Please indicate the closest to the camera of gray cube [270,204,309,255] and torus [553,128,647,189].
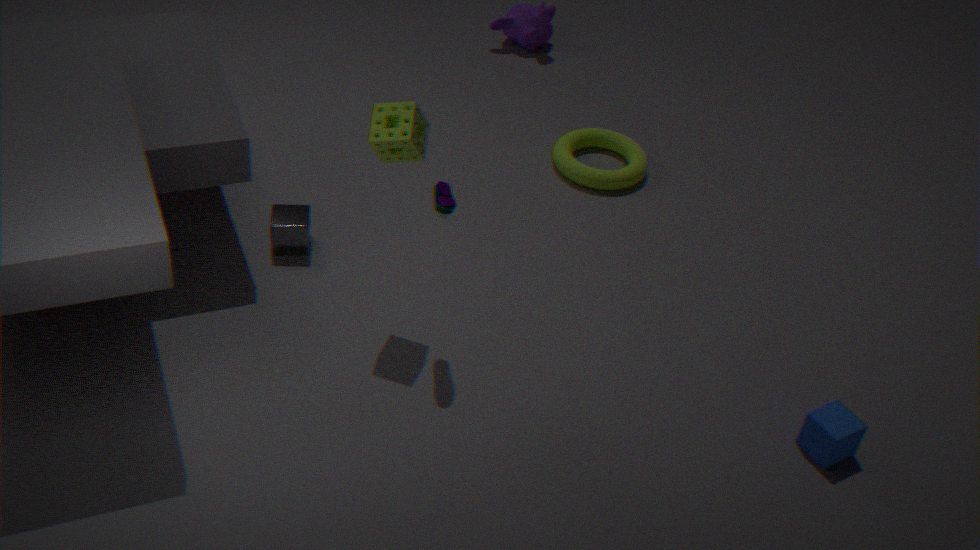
gray cube [270,204,309,255]
